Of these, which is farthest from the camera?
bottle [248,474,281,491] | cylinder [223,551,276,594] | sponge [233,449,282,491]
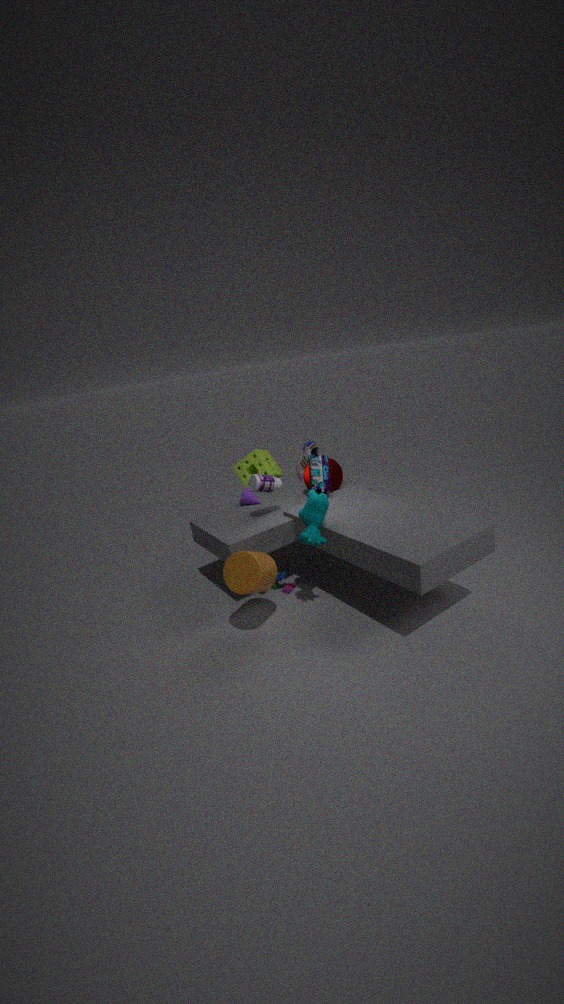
sponge [233,449,282,491]
